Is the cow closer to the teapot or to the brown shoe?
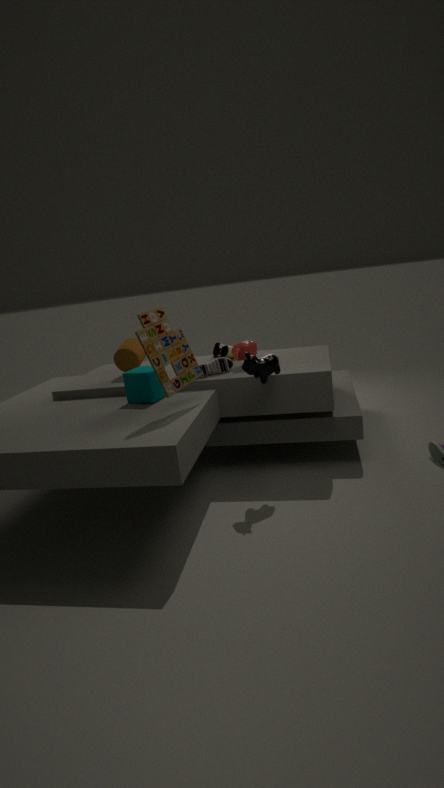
the teapot
